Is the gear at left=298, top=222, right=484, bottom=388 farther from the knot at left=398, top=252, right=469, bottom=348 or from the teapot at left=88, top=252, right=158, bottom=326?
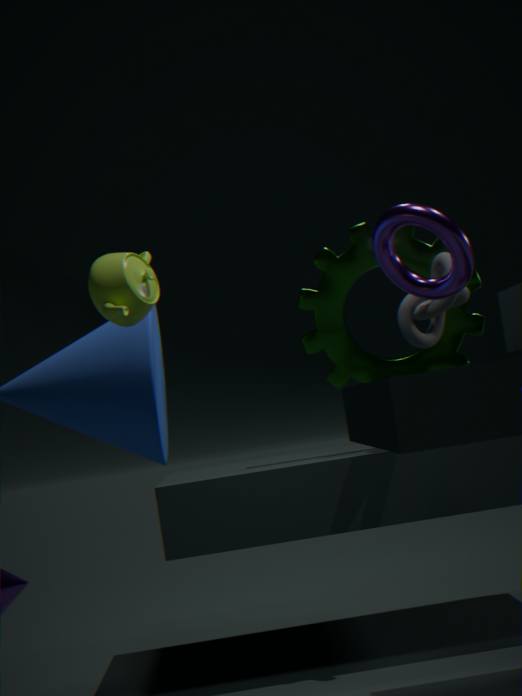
the teapot at left=88, top=252, right=158, bottom=326
